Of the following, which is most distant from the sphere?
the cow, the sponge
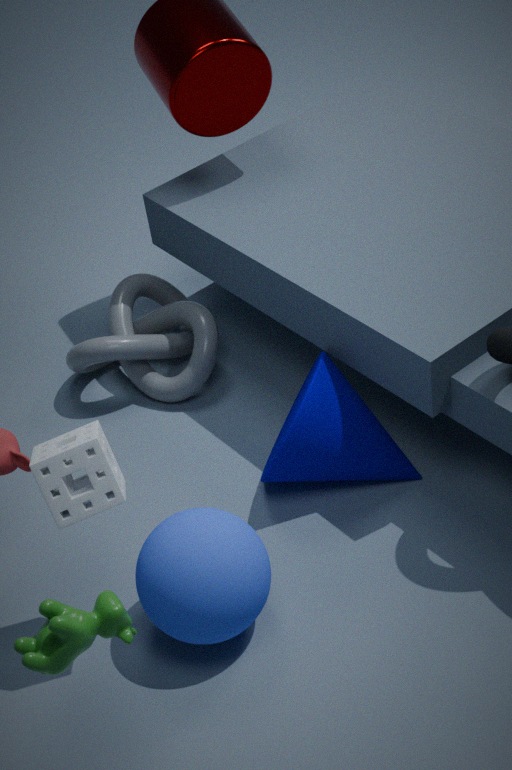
the cow
